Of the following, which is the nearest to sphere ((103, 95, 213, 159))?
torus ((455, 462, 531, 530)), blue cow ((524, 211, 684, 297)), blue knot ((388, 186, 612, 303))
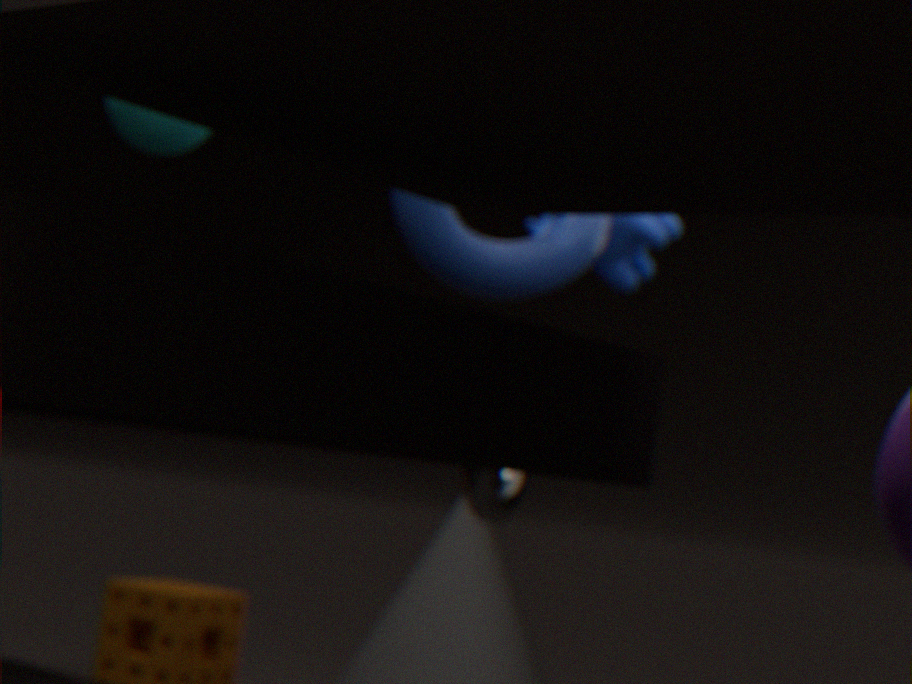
blue knot ((388, 186, 612, 303))
